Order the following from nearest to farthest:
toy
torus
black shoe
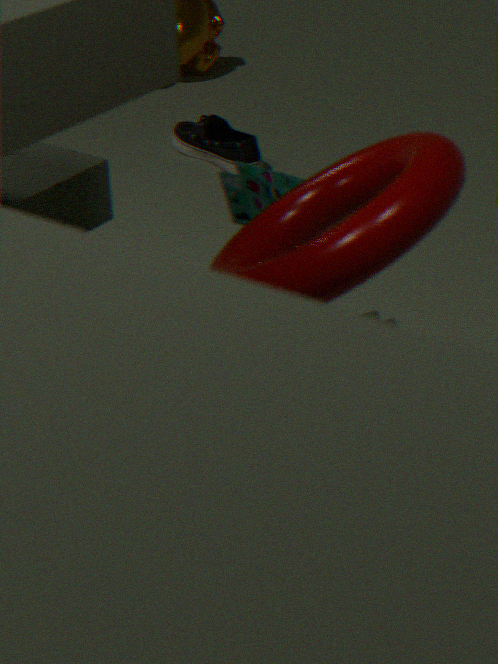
torus
toy
black shoe
